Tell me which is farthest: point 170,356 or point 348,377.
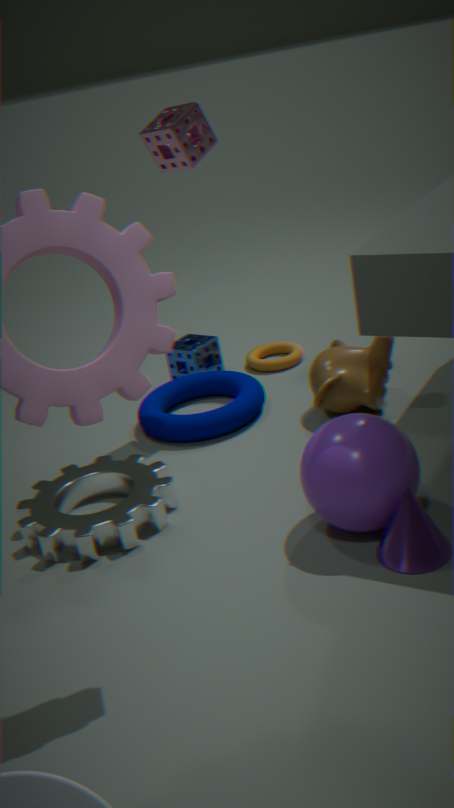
point 170,356
